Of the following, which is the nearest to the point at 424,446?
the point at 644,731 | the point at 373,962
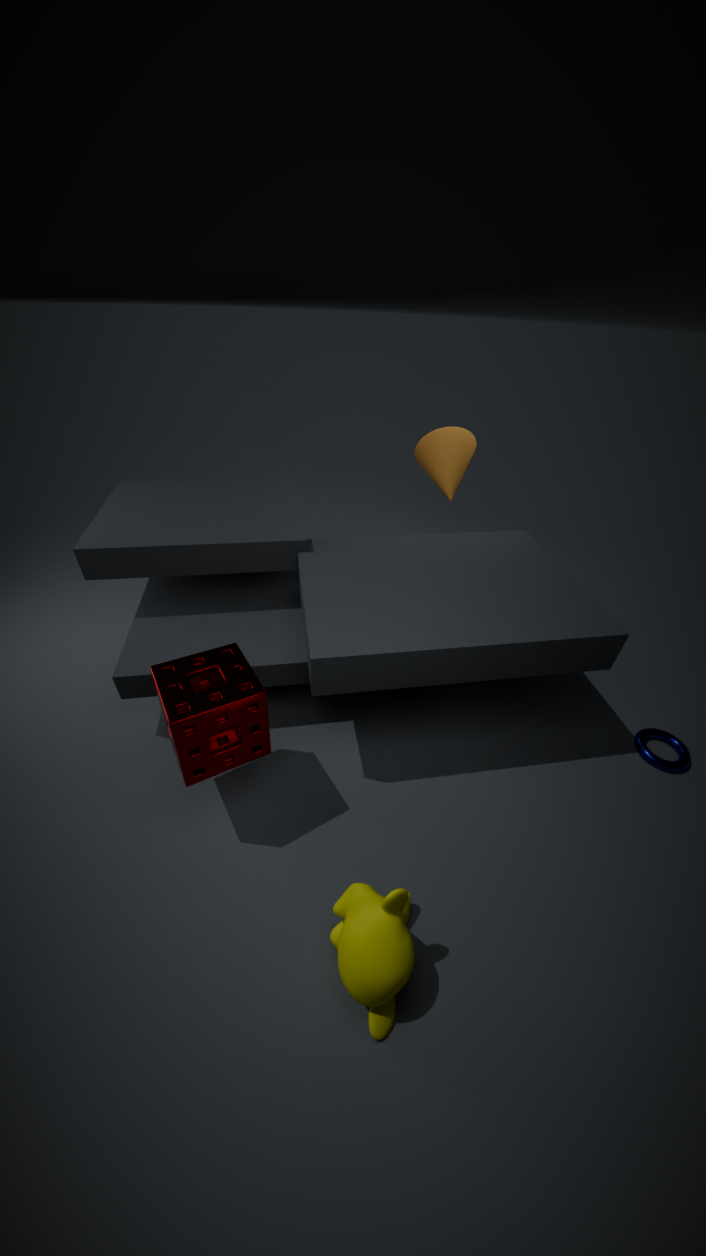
the point at 644,731
